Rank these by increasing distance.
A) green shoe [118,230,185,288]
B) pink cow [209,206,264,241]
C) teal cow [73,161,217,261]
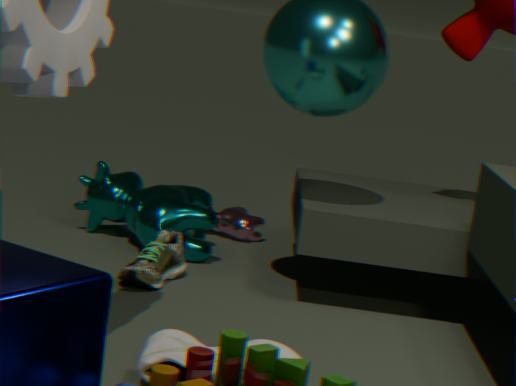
green shoe [118,230,185,288] < teal cow [73,161,217,261] < pink cow [209,206,264,241]
